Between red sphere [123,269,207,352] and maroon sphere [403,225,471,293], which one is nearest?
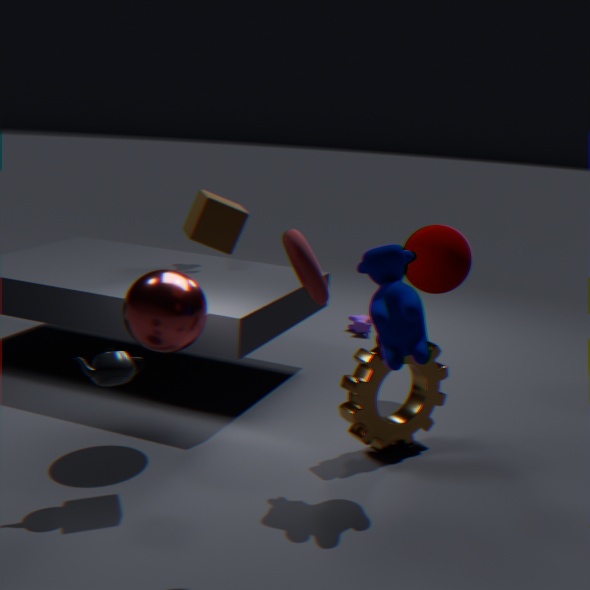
red sphere [123,269,207,352]
